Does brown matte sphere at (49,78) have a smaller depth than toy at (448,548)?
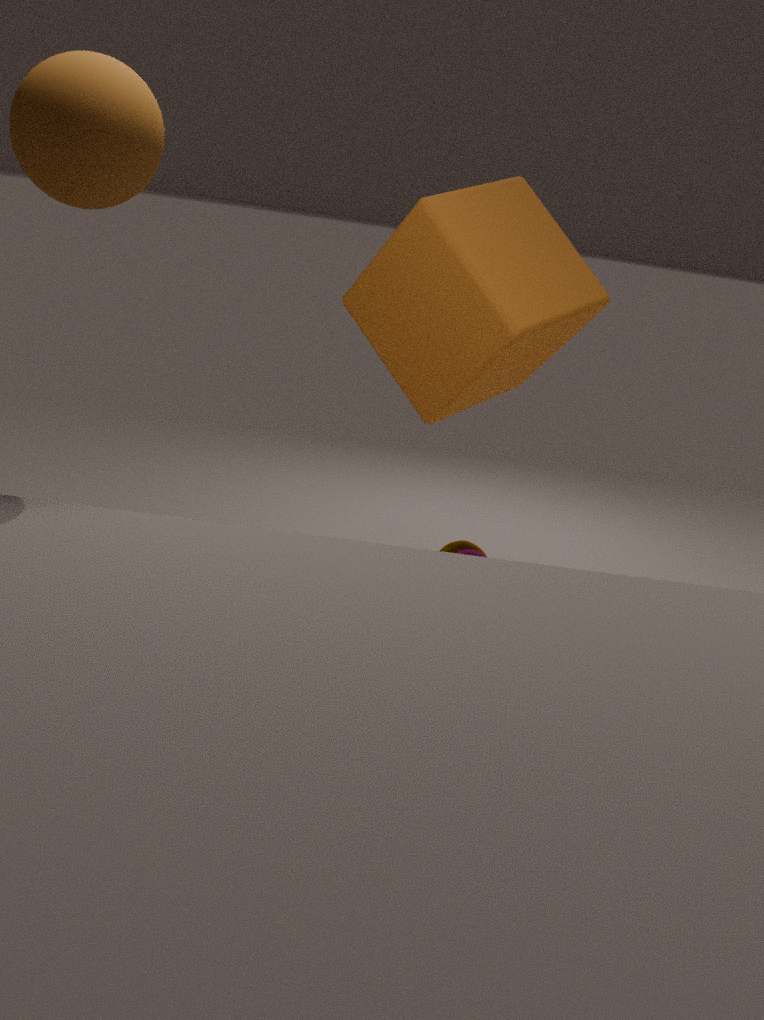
Yes
